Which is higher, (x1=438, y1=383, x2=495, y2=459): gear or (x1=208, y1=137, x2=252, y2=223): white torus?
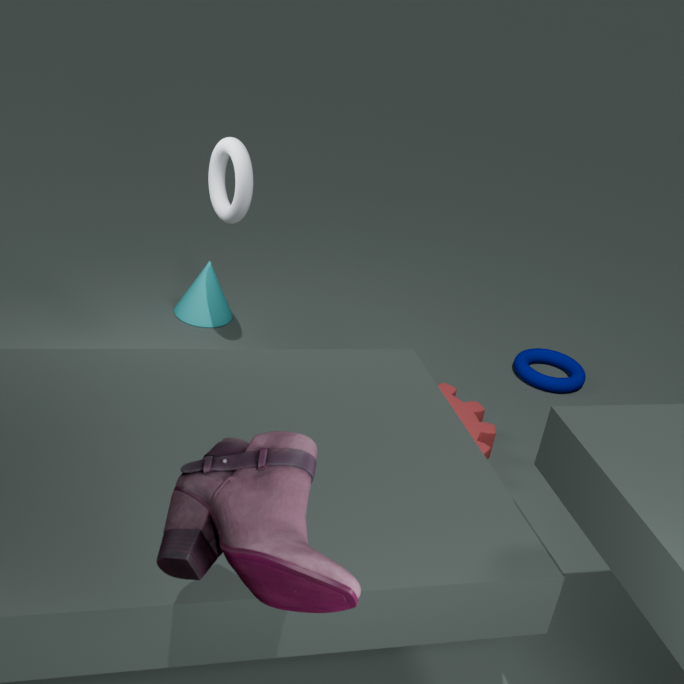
(x1=208, y1=137, x2=252, y2=223): white torus
